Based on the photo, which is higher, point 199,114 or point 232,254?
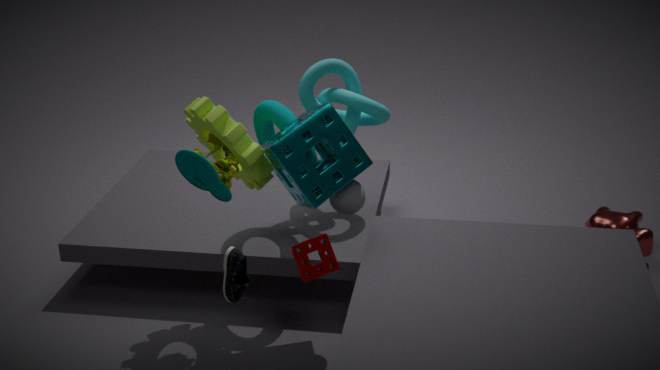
point 199,114
